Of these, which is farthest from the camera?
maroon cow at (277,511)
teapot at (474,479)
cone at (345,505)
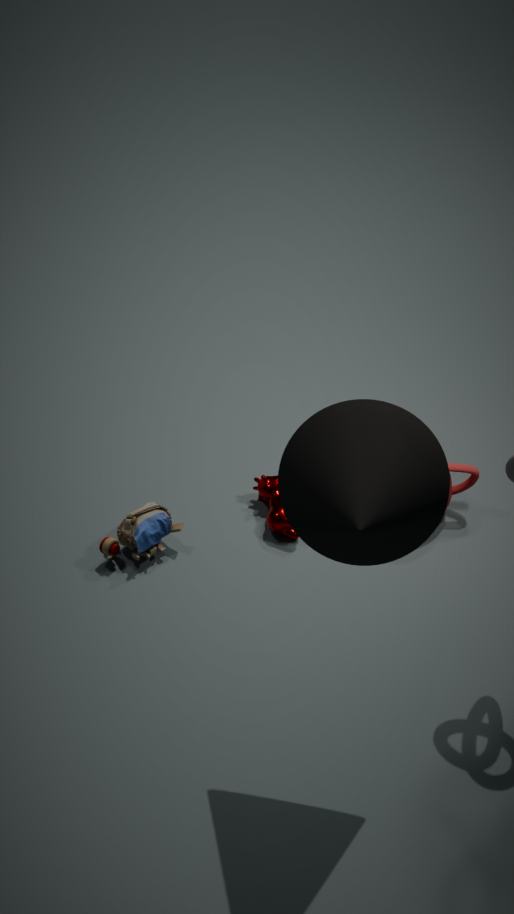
teapot at (474,479)
